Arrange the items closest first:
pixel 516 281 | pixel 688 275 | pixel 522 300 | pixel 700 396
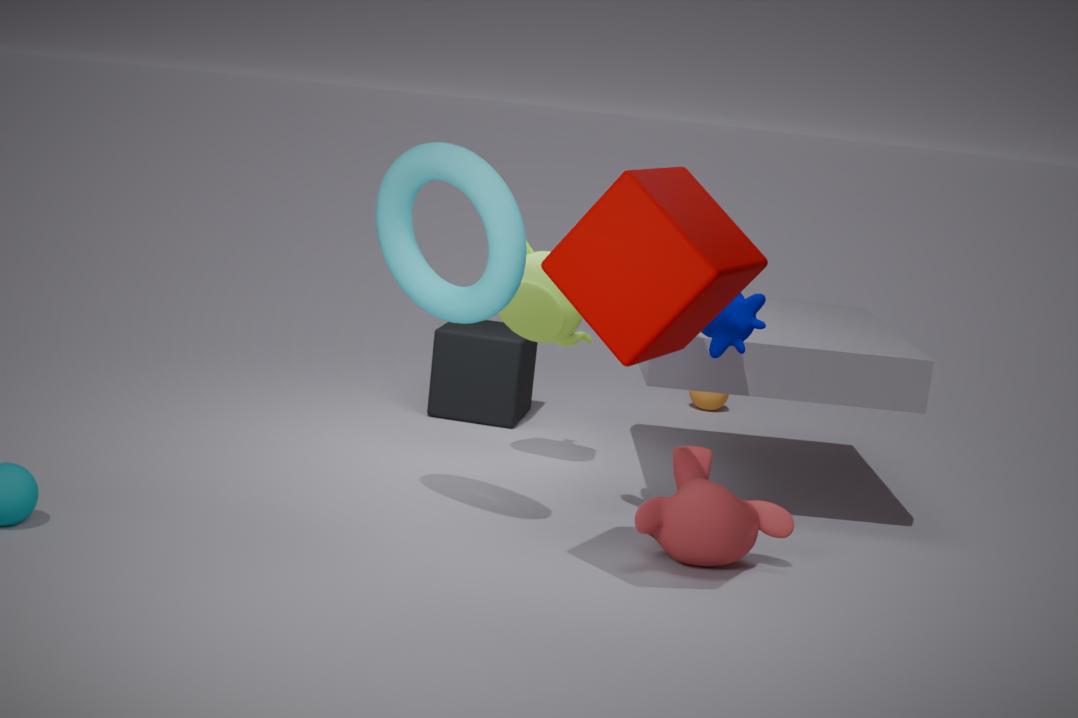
pixel 688 275, pixel 516 281, pixel 522 300, pixel 700 396
